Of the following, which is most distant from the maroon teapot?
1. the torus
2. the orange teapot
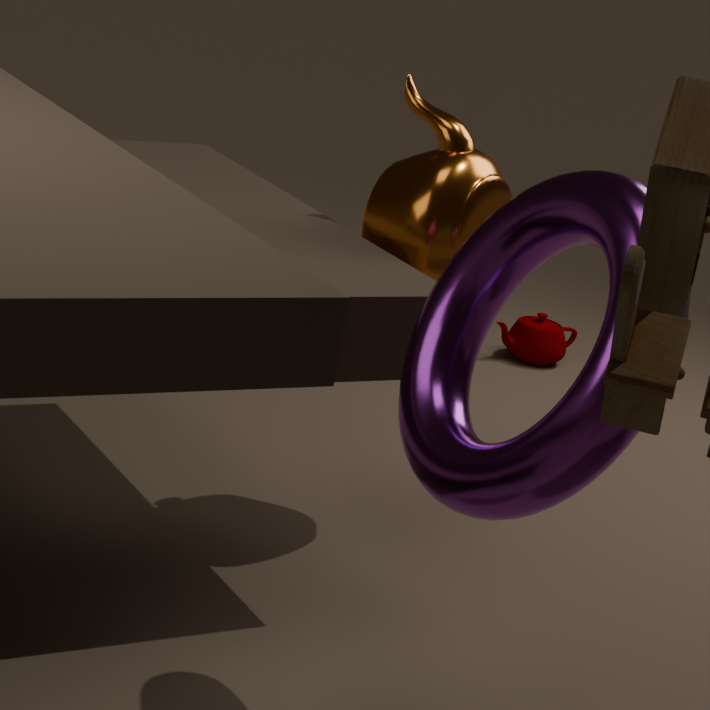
the torus
